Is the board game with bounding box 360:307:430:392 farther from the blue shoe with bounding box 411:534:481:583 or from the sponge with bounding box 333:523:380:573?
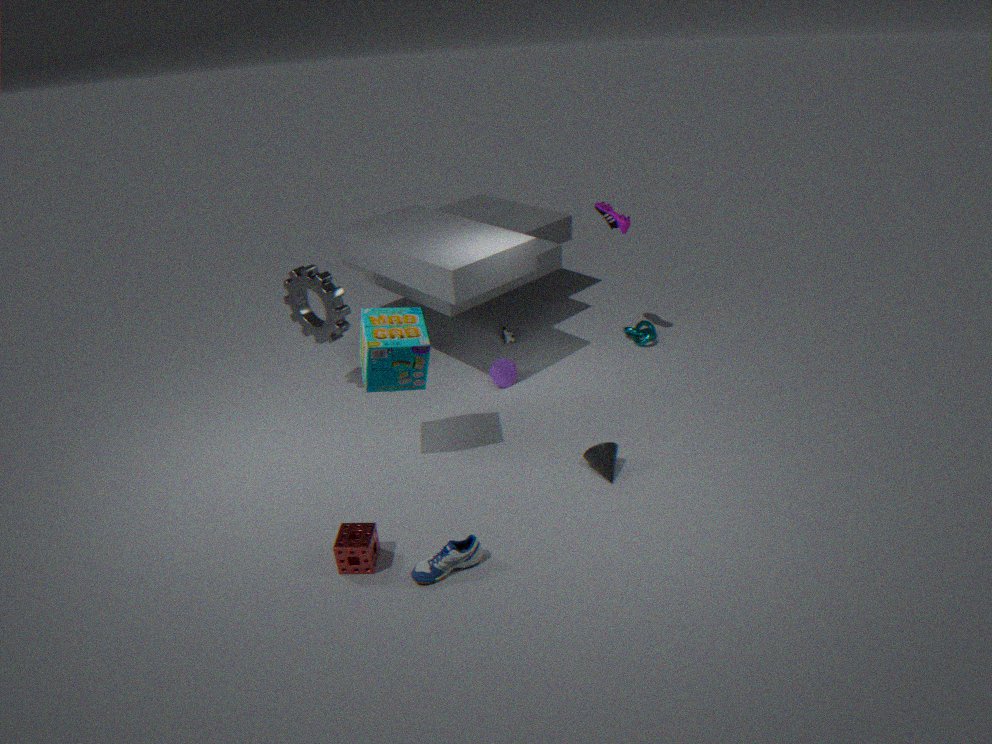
the blue shoe with bounding box 411:534:481:583
